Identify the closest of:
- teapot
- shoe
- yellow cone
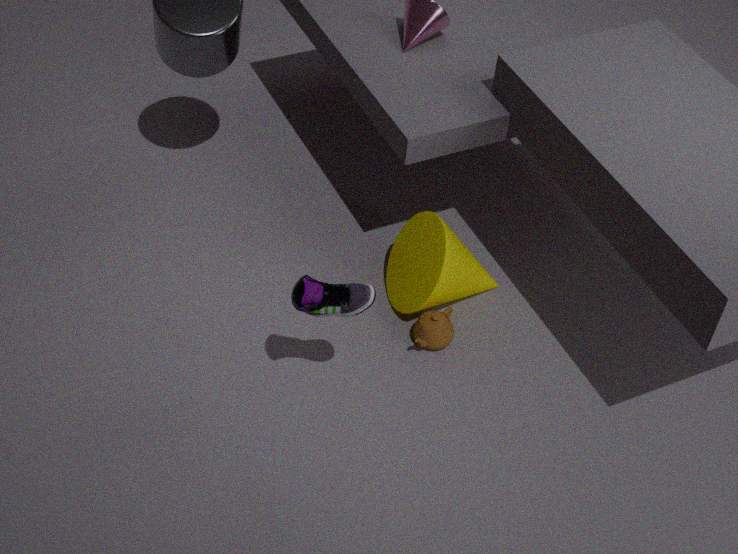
shoe
